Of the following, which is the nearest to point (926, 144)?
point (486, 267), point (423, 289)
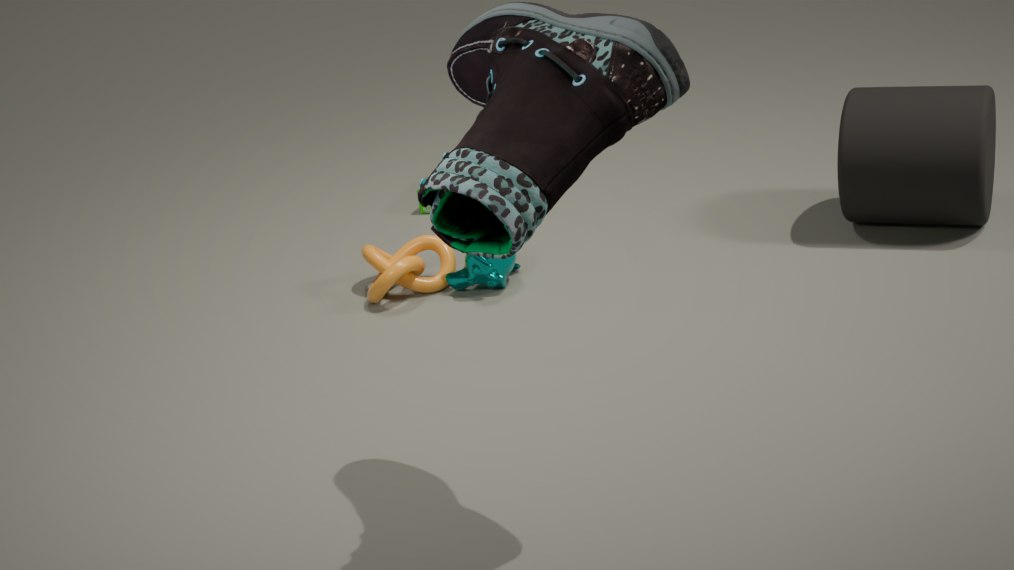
point (486, 267)
